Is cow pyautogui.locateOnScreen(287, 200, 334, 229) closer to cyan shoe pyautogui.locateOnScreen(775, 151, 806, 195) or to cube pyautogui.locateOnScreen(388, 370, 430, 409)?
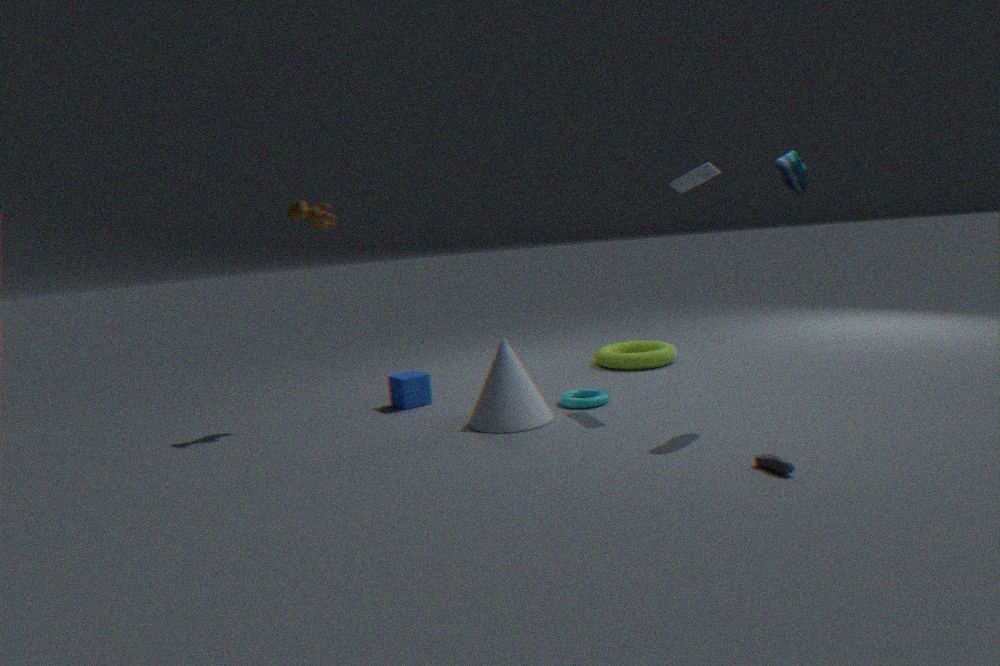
cube pyautogui.locateOnScreen(388, 370, 430, 409)
